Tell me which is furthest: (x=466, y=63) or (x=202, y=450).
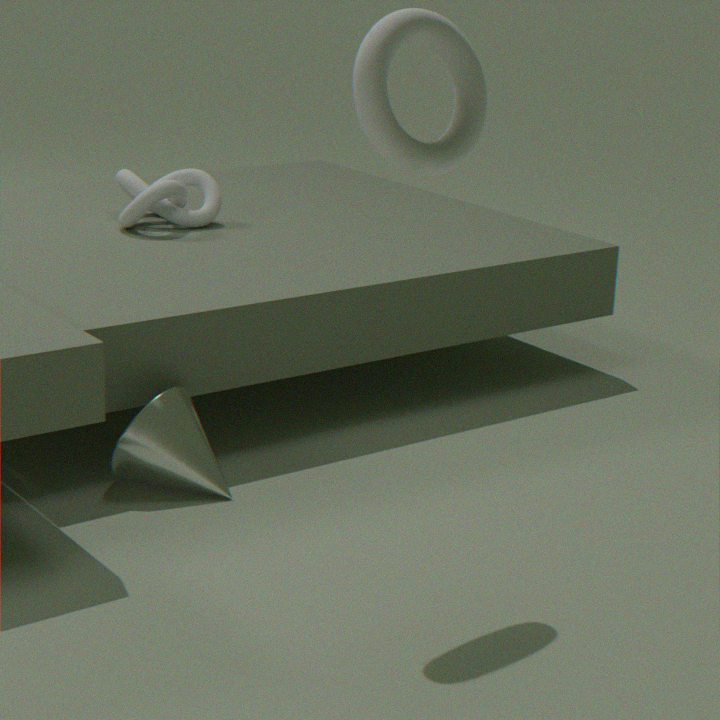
(x=202, y=450)
